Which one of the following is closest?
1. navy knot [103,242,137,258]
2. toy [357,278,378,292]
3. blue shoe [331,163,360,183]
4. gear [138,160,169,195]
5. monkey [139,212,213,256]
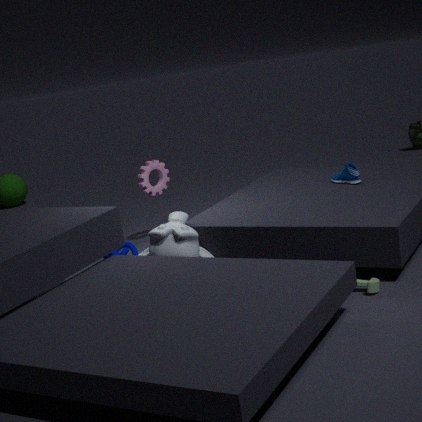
toy [357,278,378,292]
